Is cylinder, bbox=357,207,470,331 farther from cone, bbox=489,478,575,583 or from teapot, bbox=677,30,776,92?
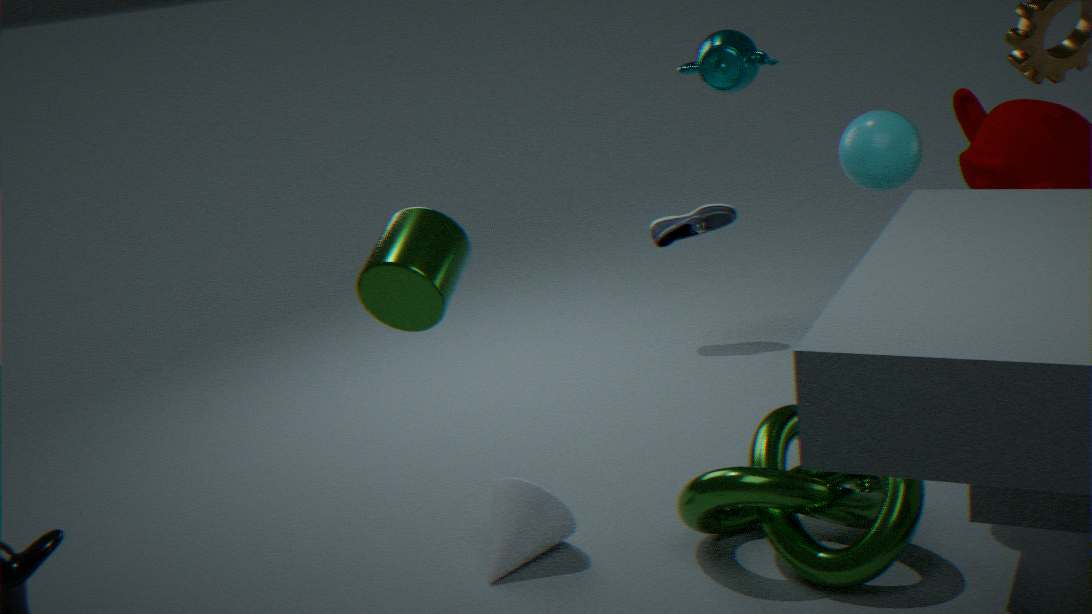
teapot, bbox=677,30,776,92
